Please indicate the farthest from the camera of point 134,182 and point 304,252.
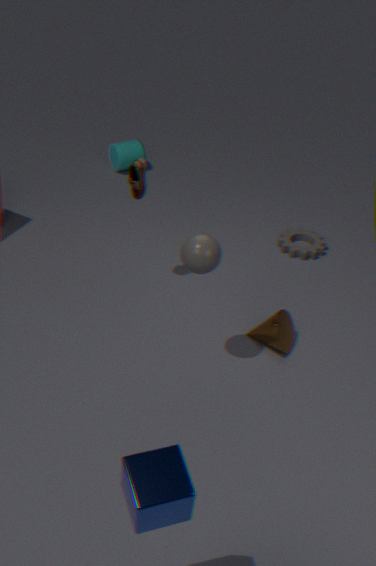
point 304,252
